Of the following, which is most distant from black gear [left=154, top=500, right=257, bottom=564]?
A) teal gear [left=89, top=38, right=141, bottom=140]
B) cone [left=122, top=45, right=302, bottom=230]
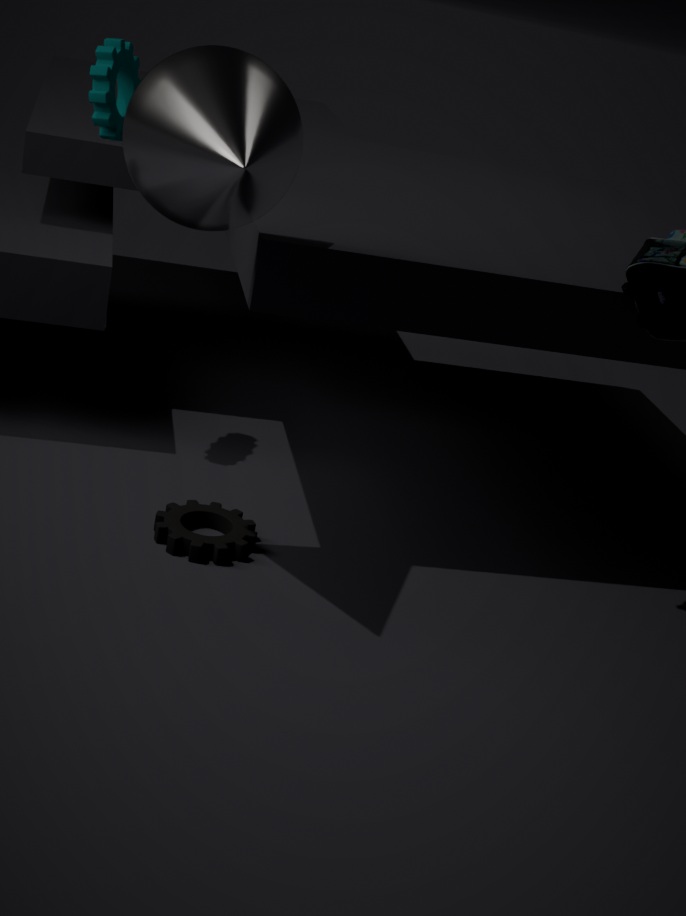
teal gear [left=89, top=38, right=141, bottom=140]
